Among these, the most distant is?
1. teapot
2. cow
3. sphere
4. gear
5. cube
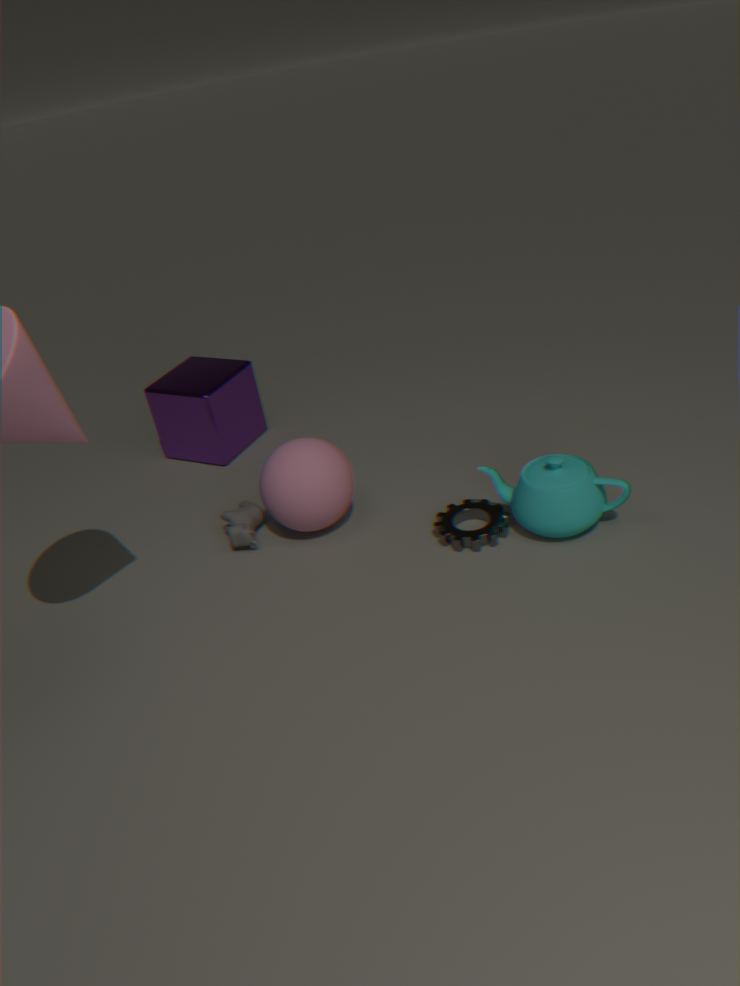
cube
